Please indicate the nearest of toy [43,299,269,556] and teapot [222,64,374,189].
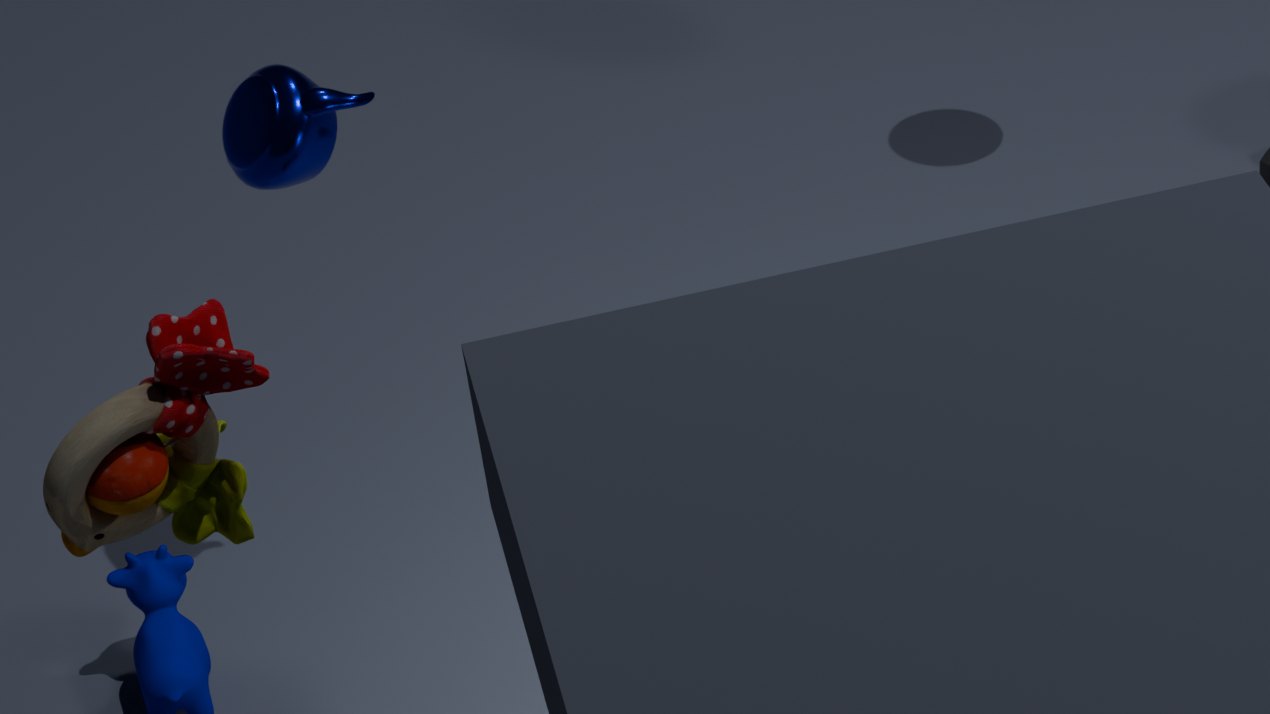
toy [43,299,269,556]
